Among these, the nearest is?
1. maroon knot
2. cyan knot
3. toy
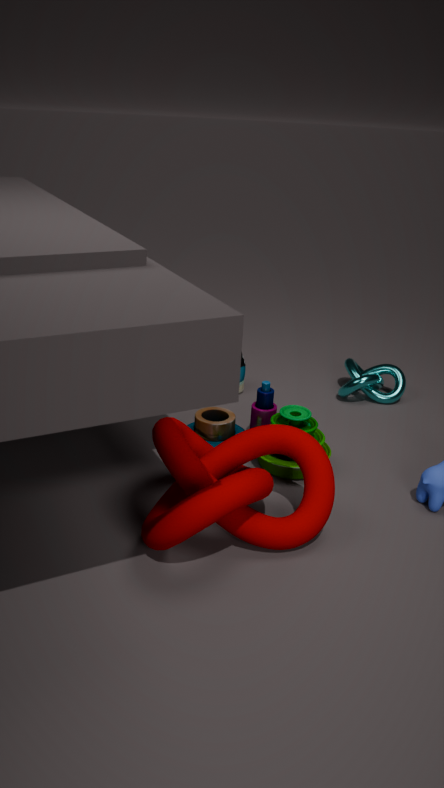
maroon knot
